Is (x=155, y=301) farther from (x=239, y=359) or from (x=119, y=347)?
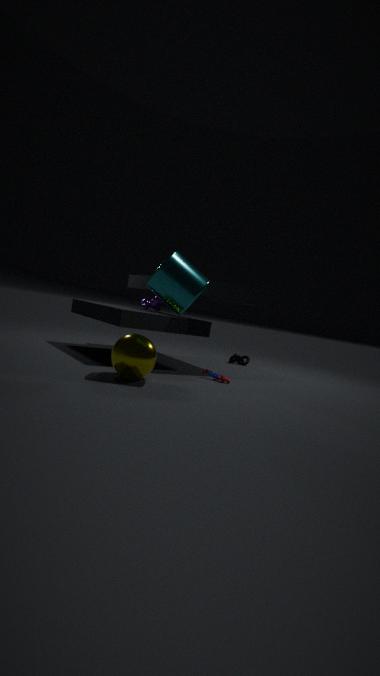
(x=239, y=359)
